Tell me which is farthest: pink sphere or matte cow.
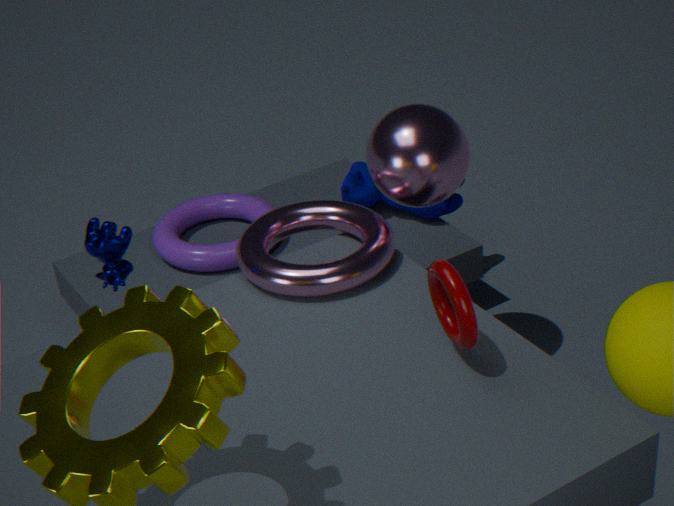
matte cow
